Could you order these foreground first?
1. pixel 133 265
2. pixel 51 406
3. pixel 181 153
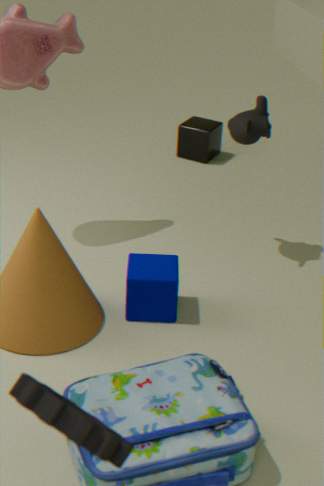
pixel 51 406 < pixel 133 265 < pixel 181 153
